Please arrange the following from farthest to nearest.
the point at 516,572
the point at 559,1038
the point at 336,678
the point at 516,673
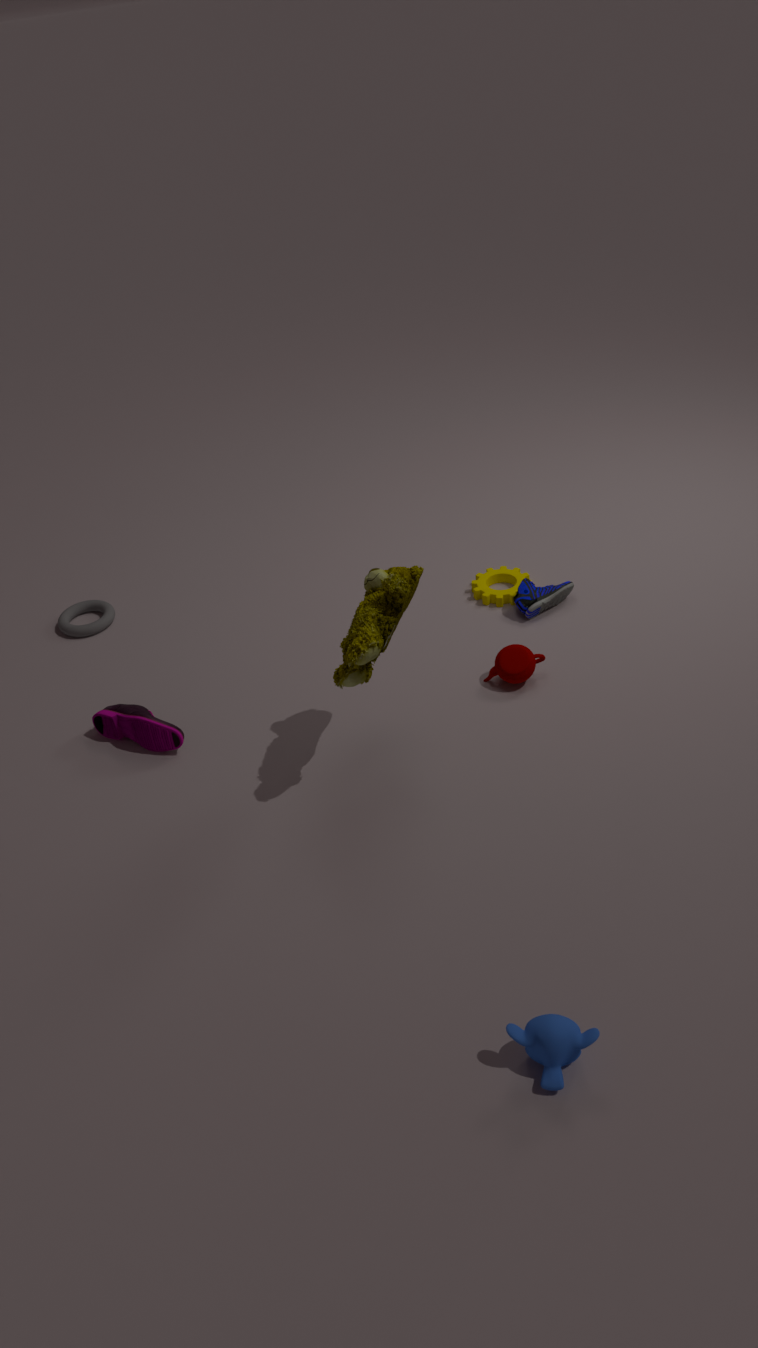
the point at 516,572 → the point at 516,673 → the point at 336,678 → the point at 559,1038
